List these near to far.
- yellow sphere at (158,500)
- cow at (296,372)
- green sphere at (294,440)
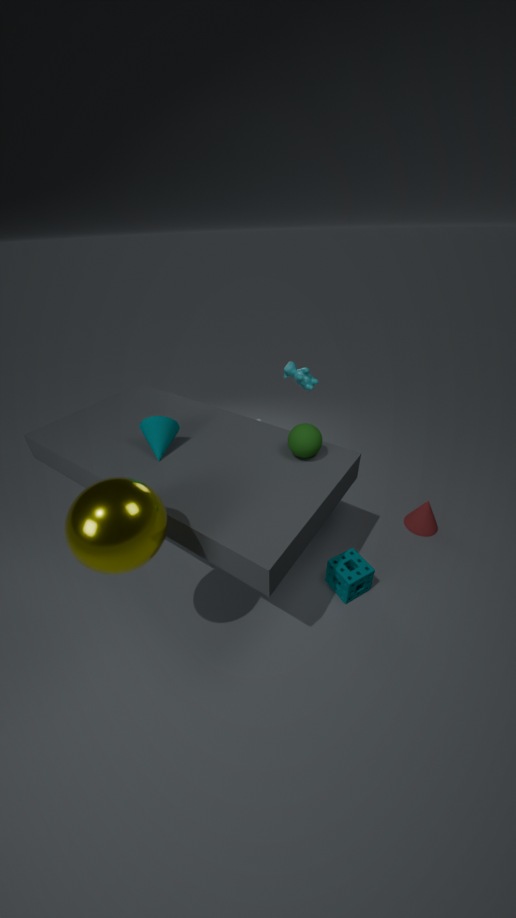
yellow sphere at (158,500)
green sphere at (294,440)
cow at (296,372)
